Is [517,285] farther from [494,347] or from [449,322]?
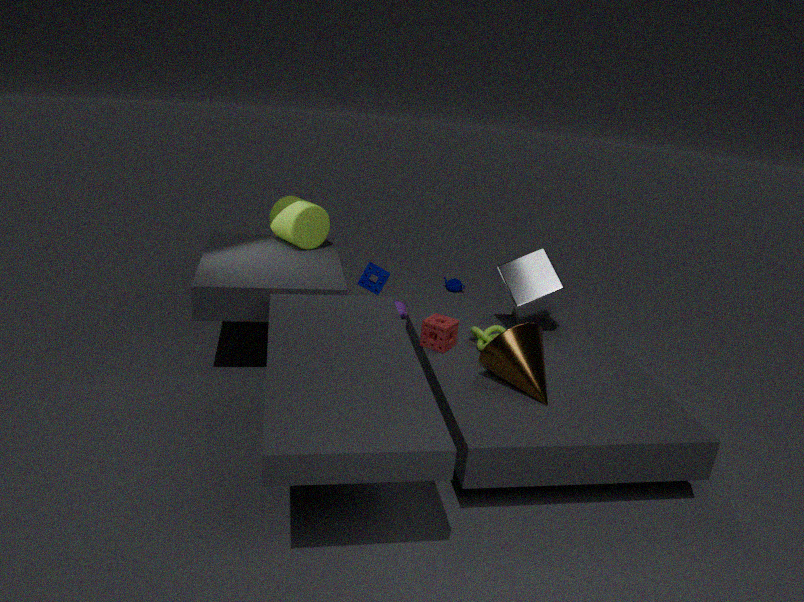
[494,347]
